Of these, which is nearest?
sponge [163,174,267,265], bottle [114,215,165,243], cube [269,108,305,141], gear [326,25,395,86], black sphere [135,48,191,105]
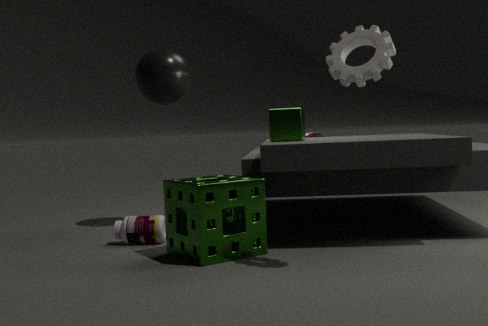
gear [326,25,395,86]
